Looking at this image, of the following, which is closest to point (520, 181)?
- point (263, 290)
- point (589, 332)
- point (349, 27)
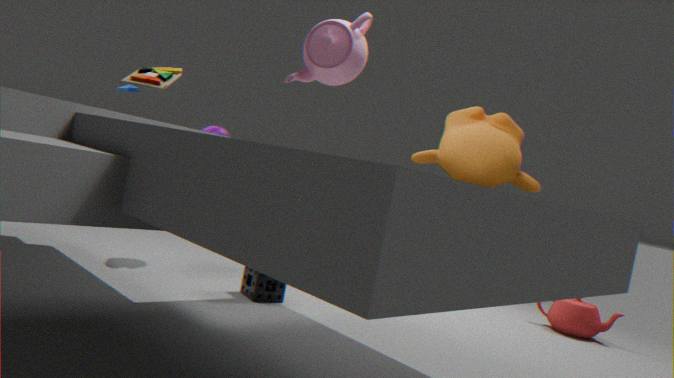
point (349, 27)
